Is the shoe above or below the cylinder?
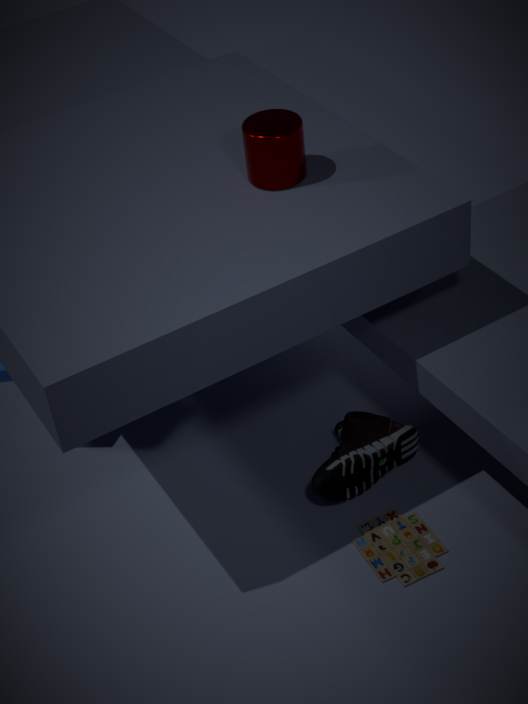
below
